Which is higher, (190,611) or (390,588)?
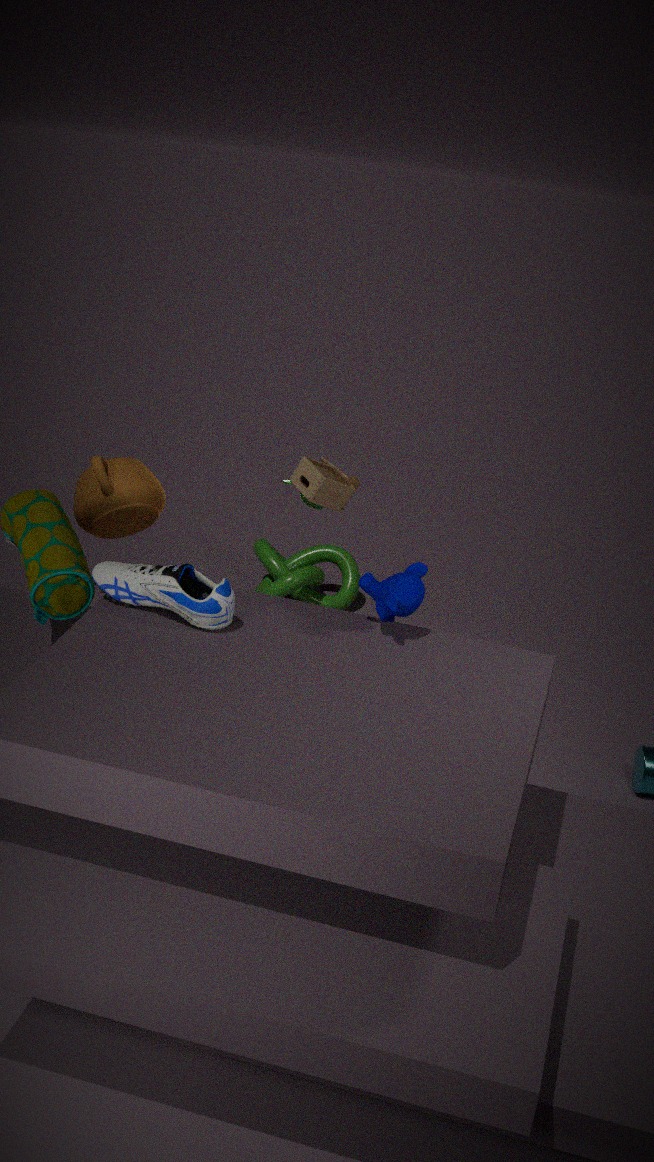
(390,588)
